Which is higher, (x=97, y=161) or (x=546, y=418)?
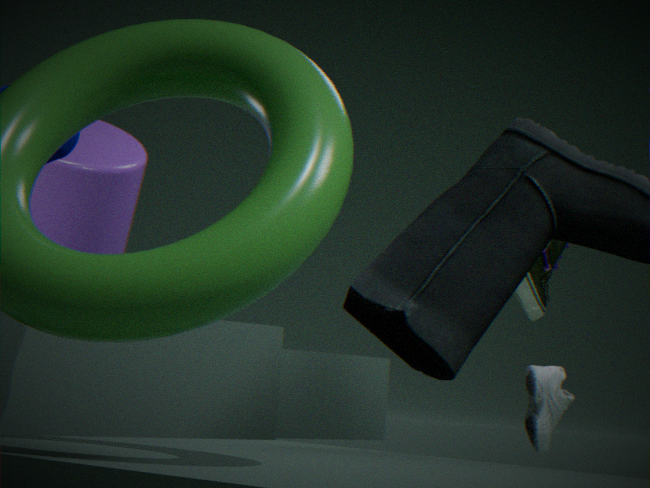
(x=97, y=161)
